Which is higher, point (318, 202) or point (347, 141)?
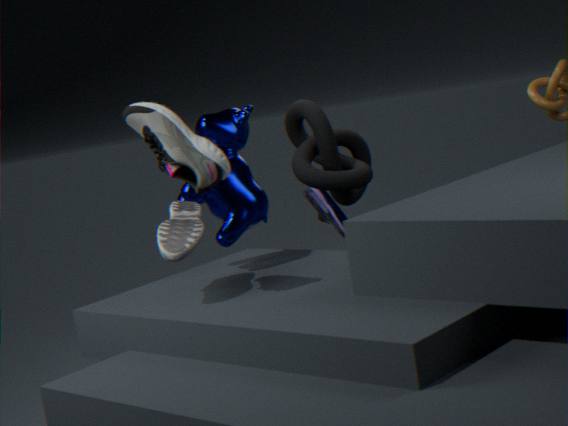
point (347, 141)
